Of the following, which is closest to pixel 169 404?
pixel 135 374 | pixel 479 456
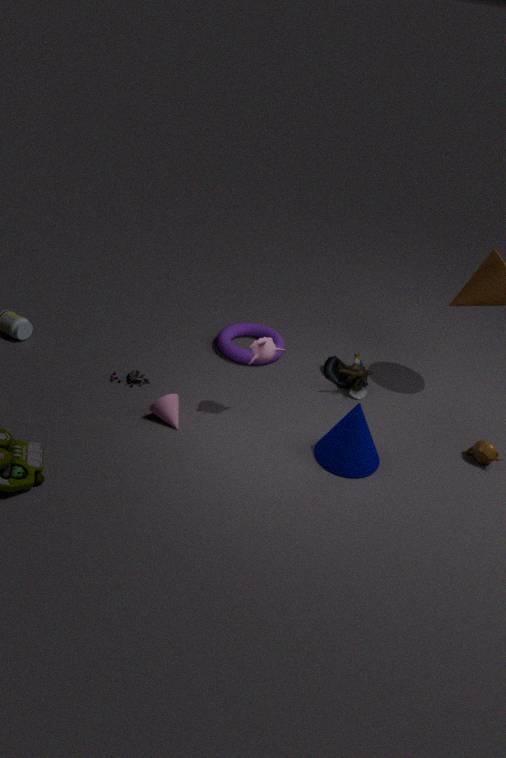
pixel 135 374
